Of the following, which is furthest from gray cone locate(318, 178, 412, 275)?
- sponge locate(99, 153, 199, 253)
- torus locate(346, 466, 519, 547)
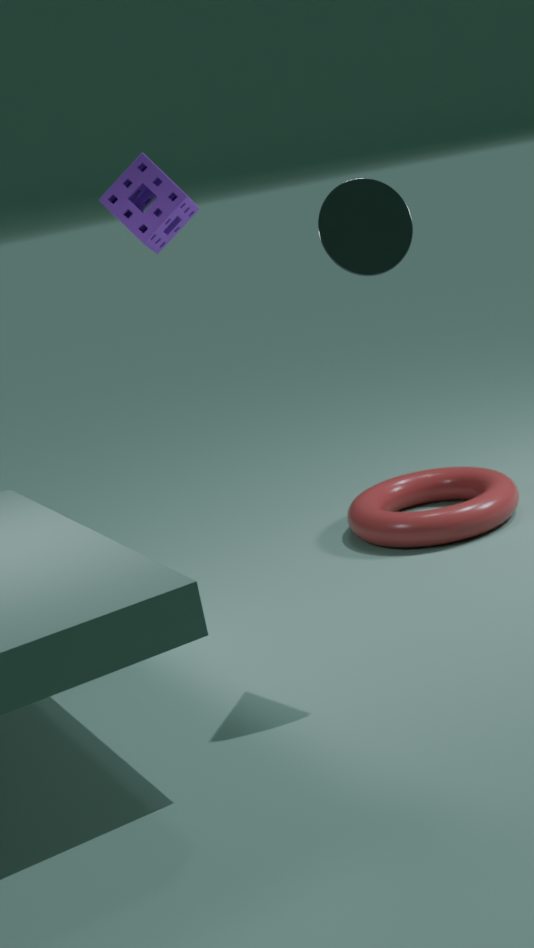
torus locate(346, 466, 519, 547)
